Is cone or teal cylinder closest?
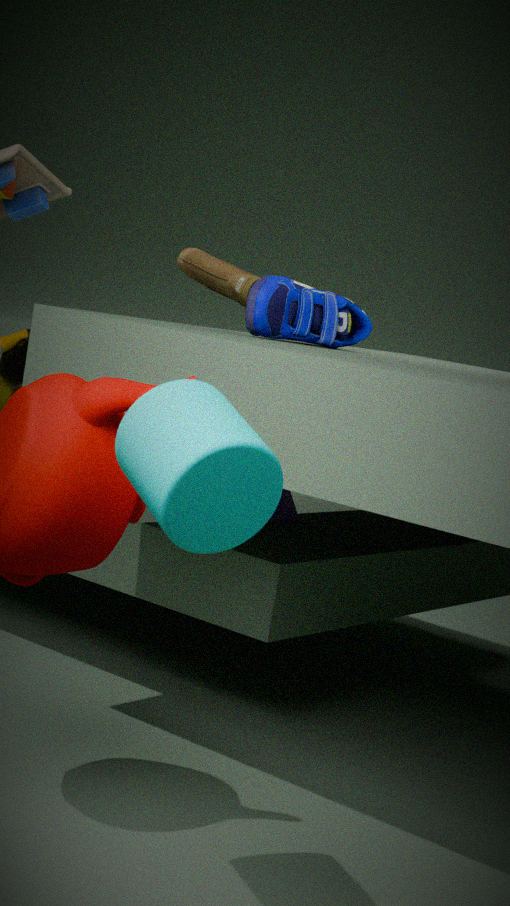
teal cylinder
